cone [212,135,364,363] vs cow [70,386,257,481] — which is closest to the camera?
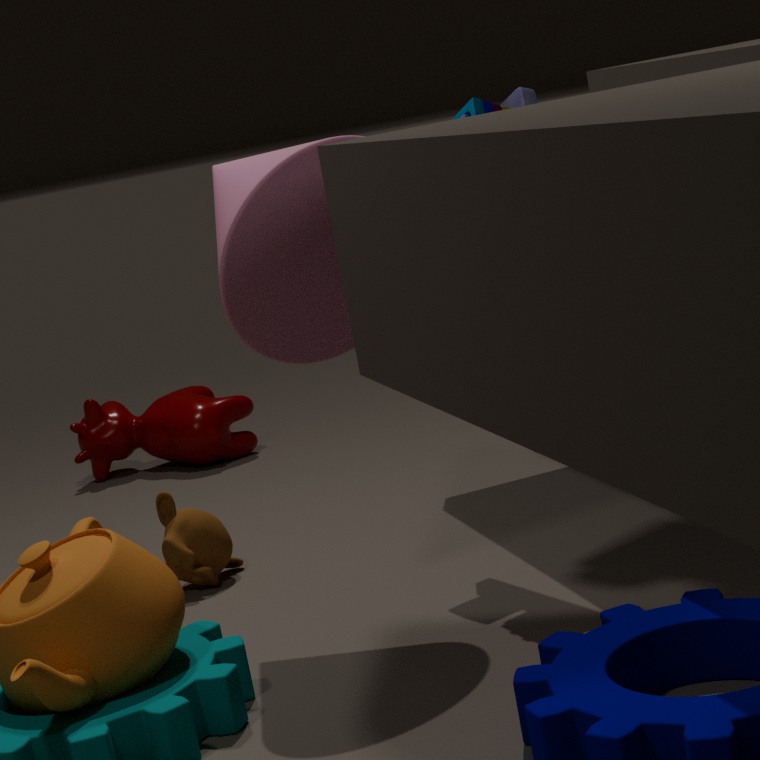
cone [212,135,364,363]
